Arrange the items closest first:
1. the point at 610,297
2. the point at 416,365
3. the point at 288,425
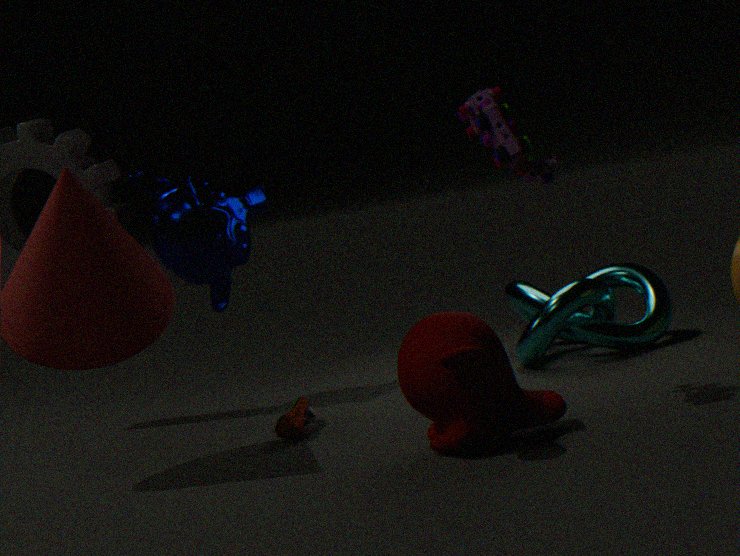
the point at 416,365 → the point at 288,425 → the point at 610,297
